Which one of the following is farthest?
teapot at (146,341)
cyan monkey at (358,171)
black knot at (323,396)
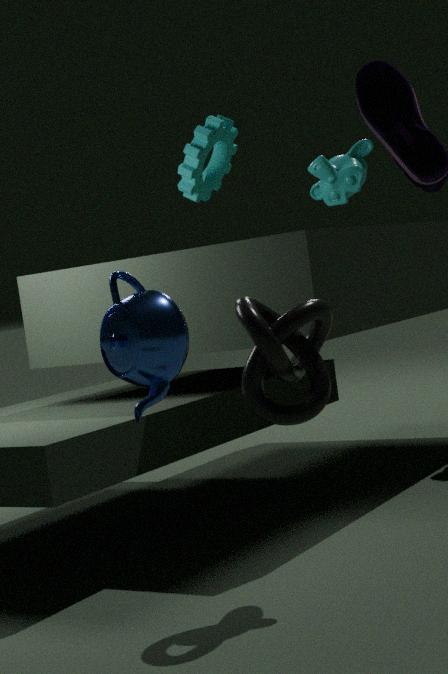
cyan monkey at (358,171)
